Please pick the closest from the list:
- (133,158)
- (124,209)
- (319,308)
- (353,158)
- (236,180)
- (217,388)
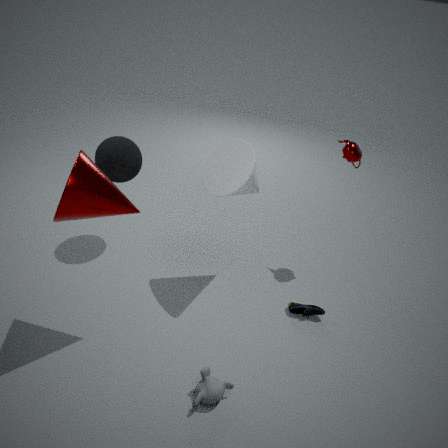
(217,388)
